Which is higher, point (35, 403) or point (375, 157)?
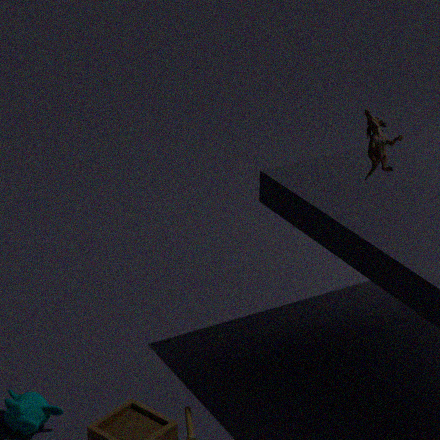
point (375, 157)
